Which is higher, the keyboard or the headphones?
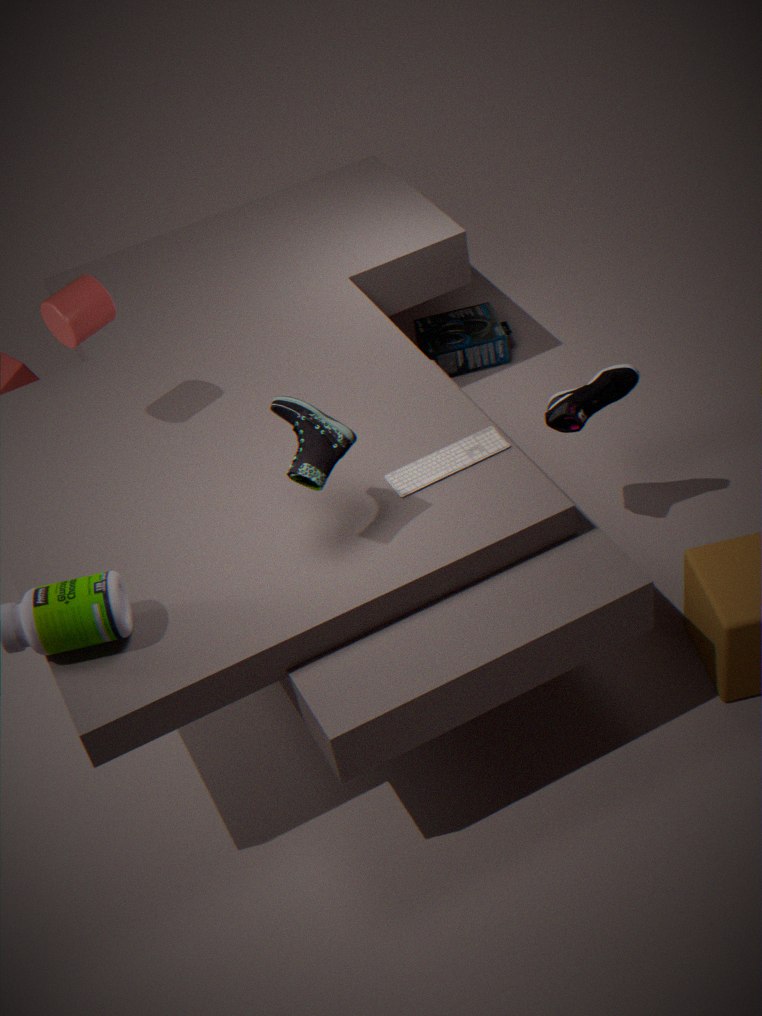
the keyboard
